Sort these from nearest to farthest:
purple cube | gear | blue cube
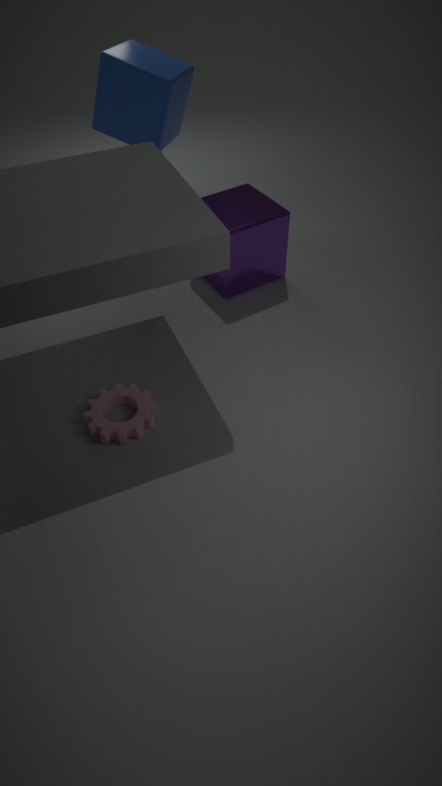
gear, purple cube, blue cube
